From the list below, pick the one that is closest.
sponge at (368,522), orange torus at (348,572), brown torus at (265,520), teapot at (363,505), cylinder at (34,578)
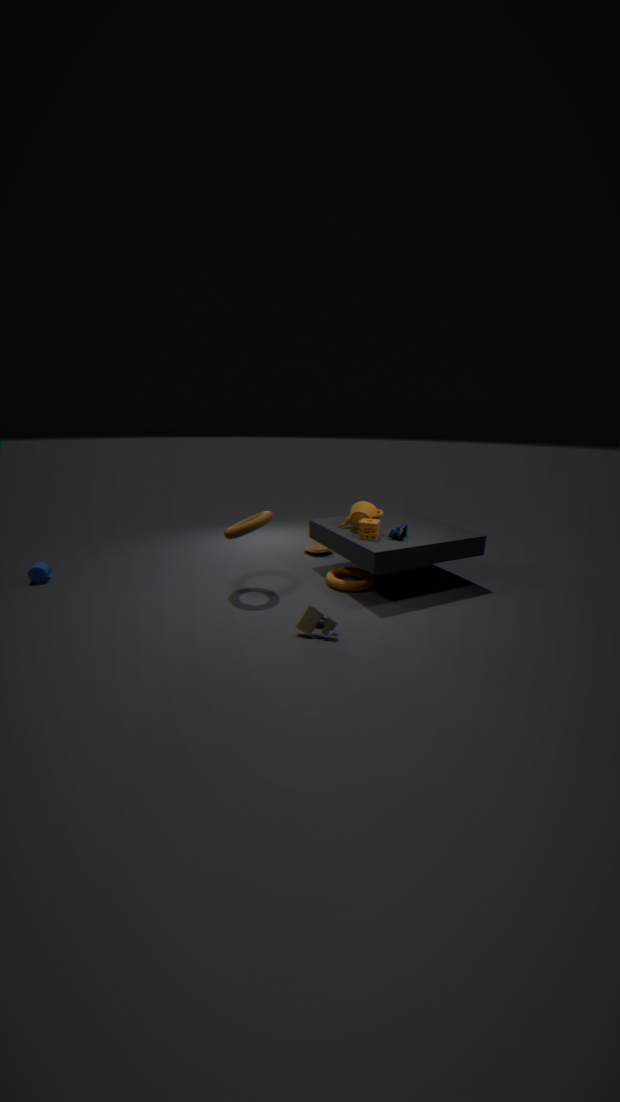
brown torus at (265,520)
